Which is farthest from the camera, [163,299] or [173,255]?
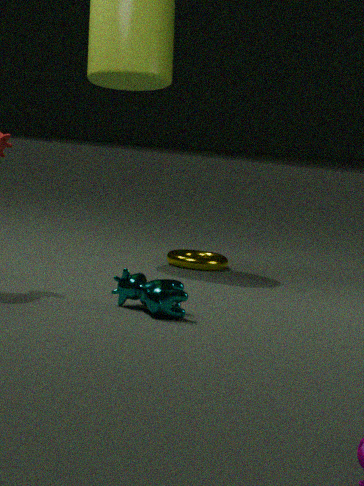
[173,255]
